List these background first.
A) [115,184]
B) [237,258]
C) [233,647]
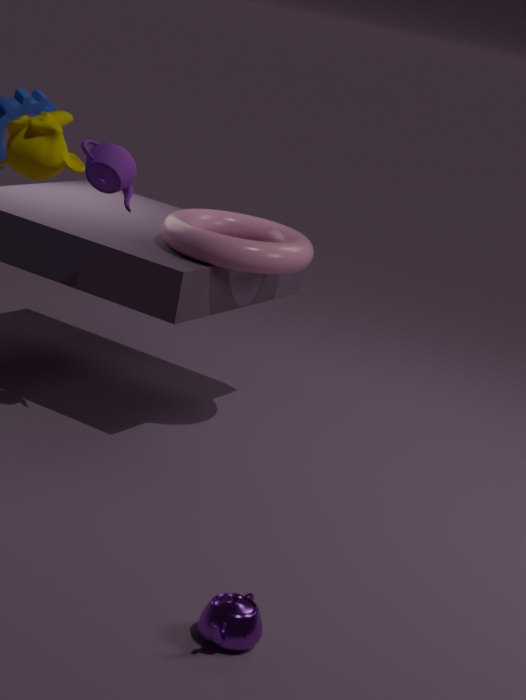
1. [237,258]
2. [115,184]
3. [233,647]
